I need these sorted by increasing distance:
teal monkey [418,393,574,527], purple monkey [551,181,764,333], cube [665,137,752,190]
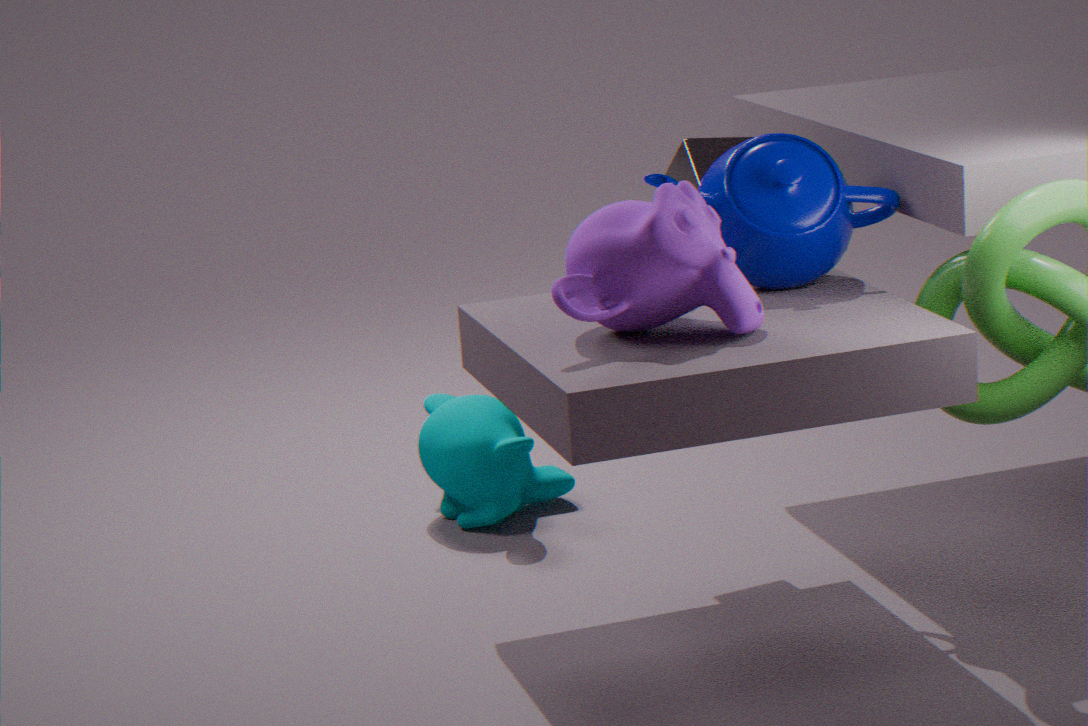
1. purple monkey [551,181,764,333]
2. cube [665,137,752,190]
3. teal monkey [418,393,574,527]
